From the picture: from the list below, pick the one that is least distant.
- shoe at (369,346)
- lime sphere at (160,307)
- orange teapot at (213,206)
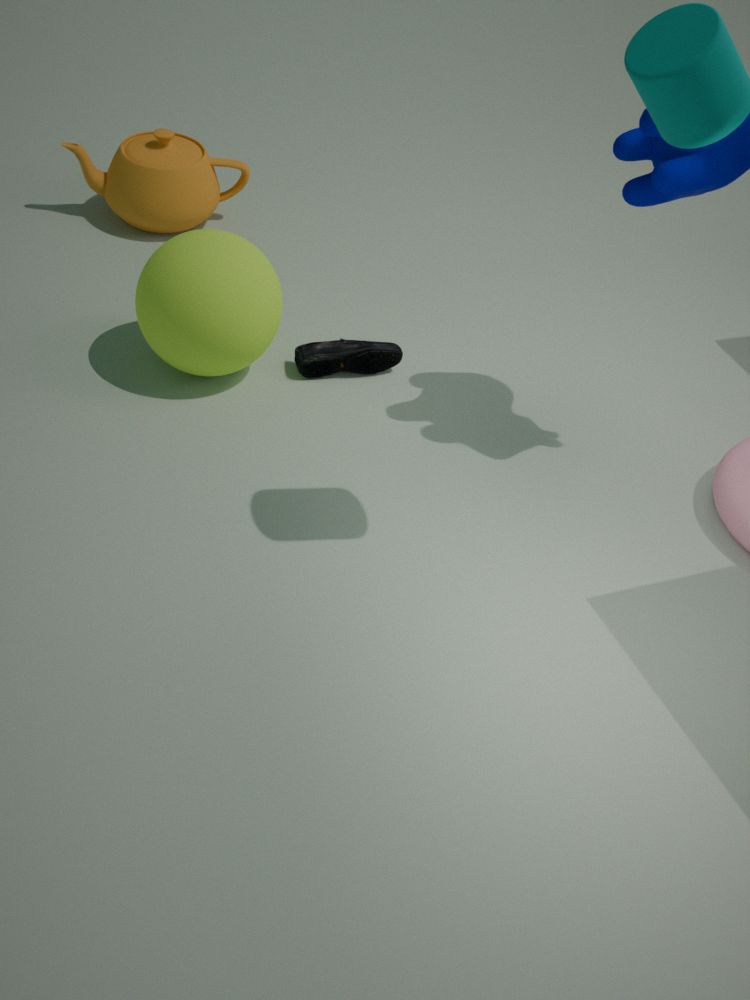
lime sphere at (160,307)
